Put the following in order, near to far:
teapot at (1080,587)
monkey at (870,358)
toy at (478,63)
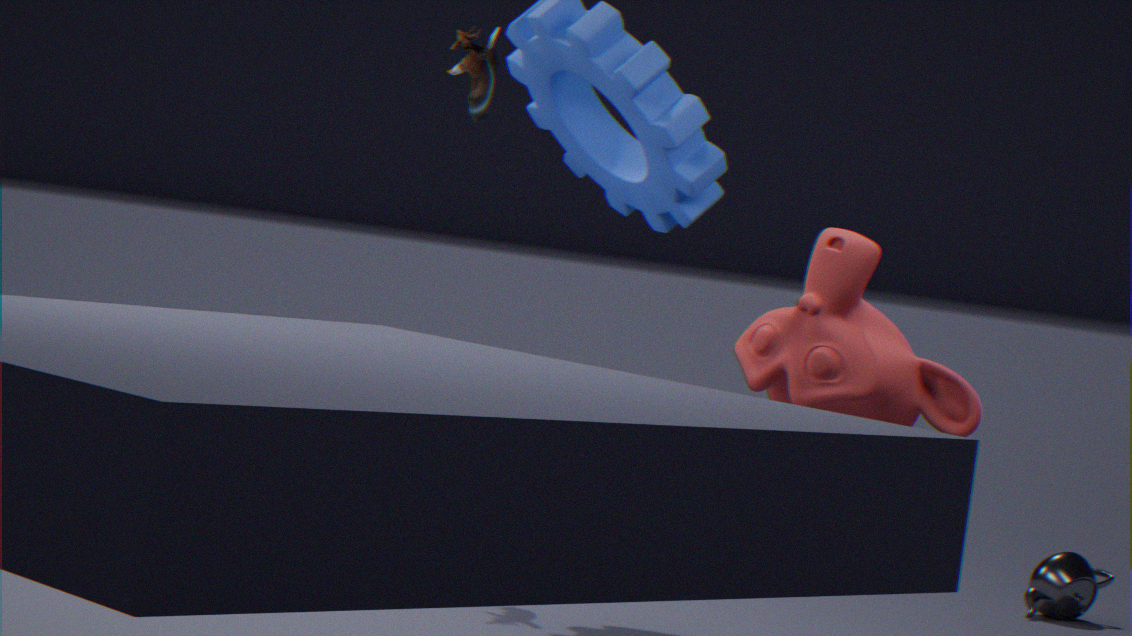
monkey at (870,358), toy at (478,63), teapot at (1080,587)
